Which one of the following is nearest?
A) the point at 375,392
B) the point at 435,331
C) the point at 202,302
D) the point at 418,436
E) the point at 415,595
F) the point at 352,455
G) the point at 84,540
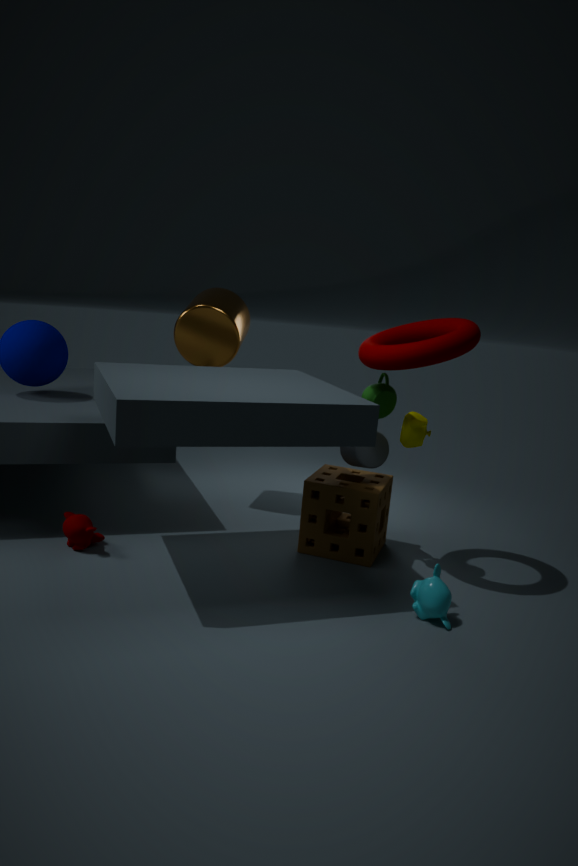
the point at 415,595
